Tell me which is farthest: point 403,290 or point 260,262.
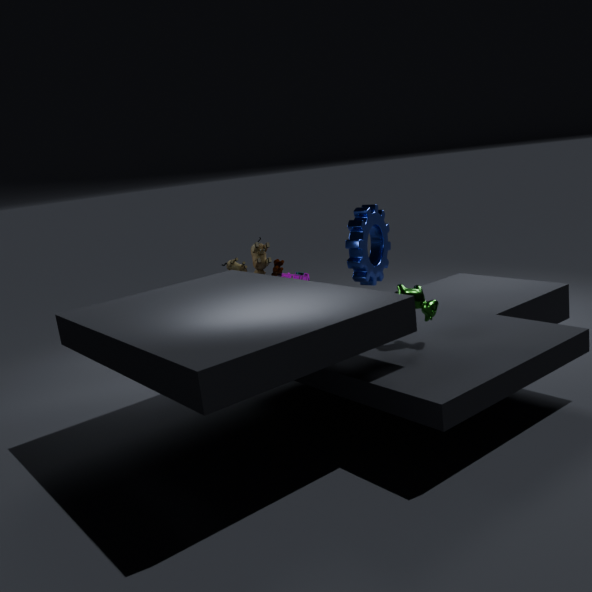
point 260,262
